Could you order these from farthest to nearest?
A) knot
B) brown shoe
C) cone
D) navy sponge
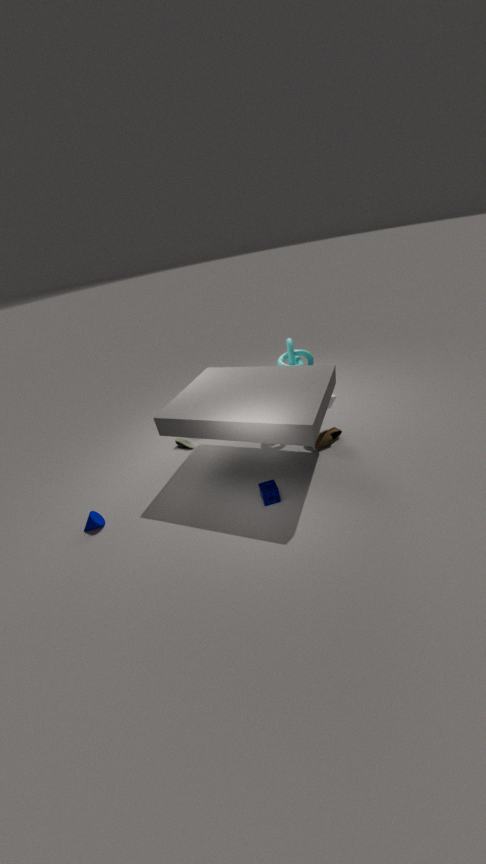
knot
brown shoe
cone
navy sponge
